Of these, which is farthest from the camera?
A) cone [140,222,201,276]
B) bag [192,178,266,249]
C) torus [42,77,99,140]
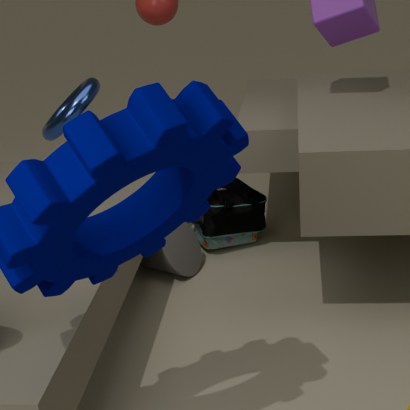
bag [192,178,266,249]
